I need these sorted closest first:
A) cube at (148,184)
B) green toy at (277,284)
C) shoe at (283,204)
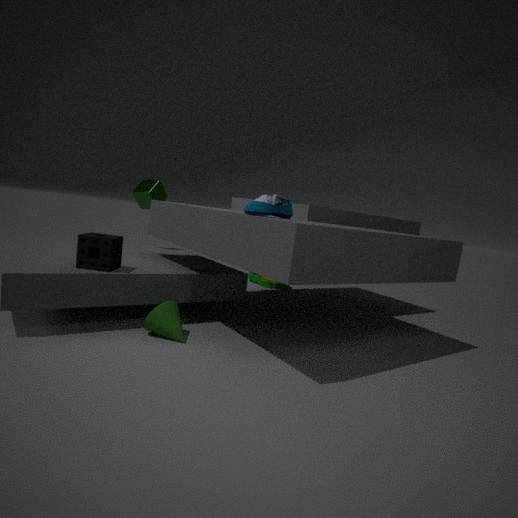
shoe at (283,204) < cube at (148,184) < green toy at (277,284)
